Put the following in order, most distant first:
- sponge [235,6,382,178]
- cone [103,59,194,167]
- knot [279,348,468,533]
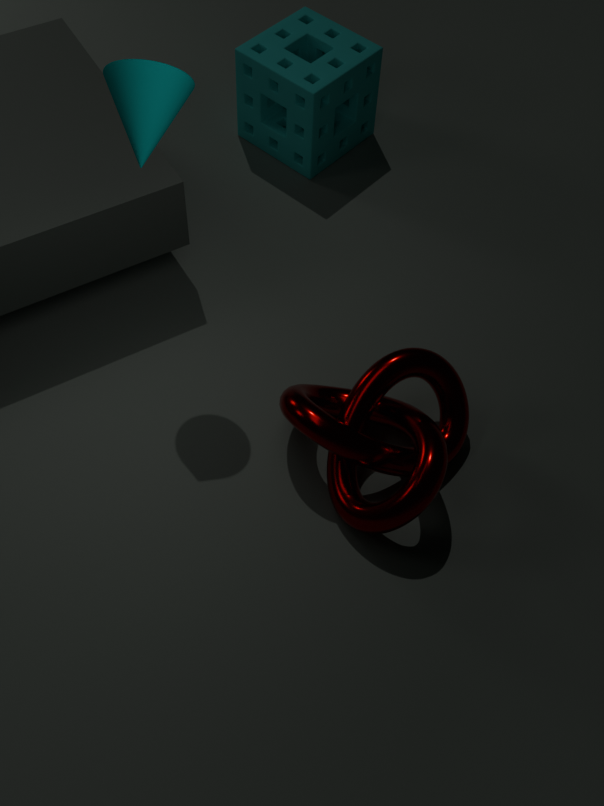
sponge [235,6,382,178], knot [279,348,468,533], cone [103,59,194,167]
